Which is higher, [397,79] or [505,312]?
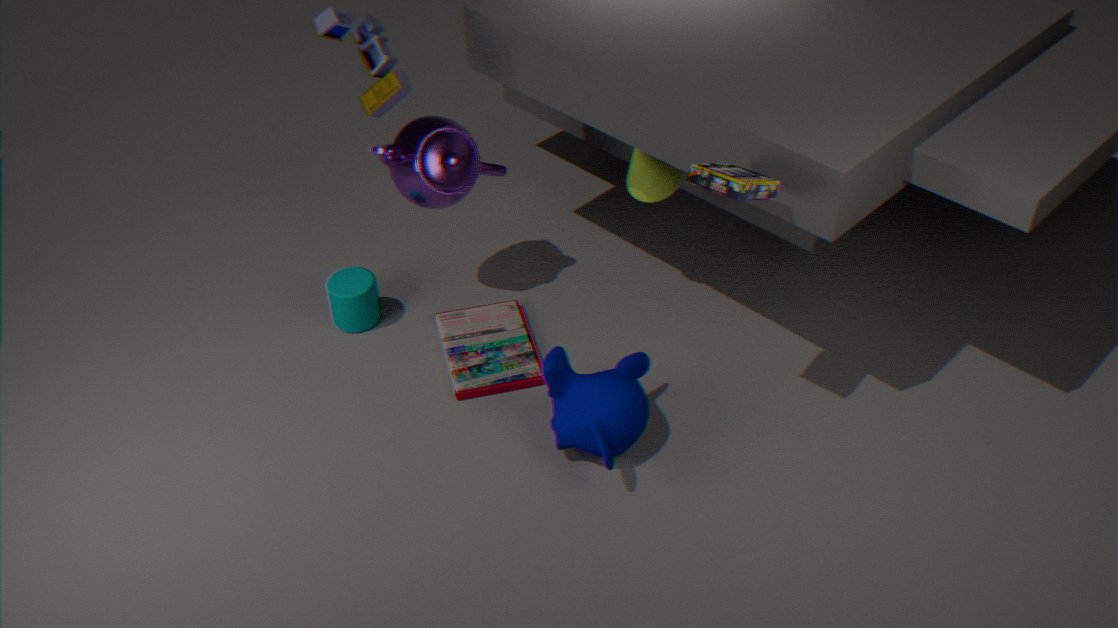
[397,79]
